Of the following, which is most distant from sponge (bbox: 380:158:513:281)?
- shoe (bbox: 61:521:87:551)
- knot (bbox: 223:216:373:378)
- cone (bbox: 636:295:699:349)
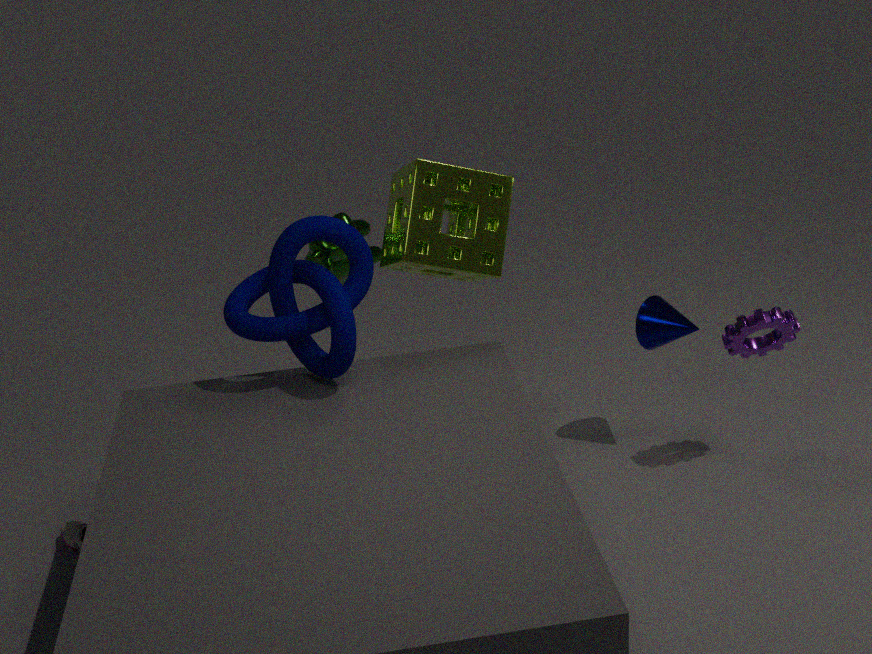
shoe (bbox: 61:521:87:551)
